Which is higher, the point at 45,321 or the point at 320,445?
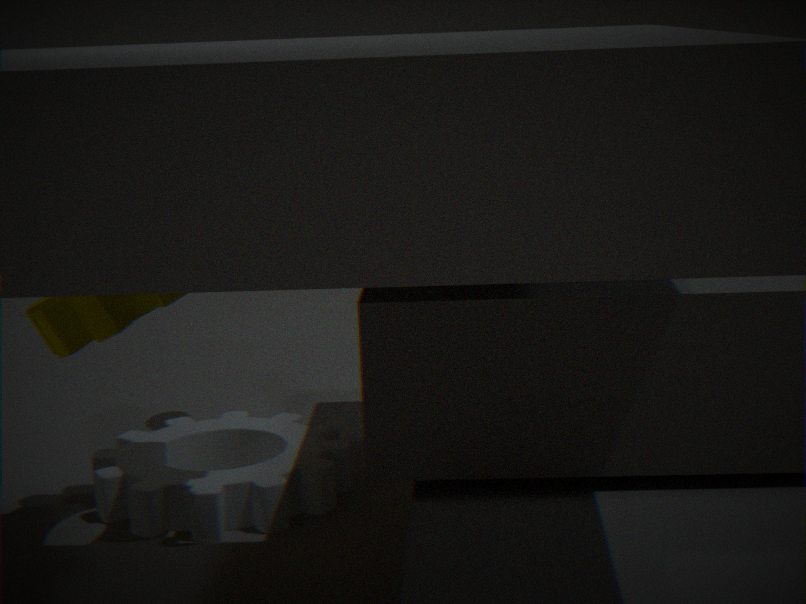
the point at 45,321
